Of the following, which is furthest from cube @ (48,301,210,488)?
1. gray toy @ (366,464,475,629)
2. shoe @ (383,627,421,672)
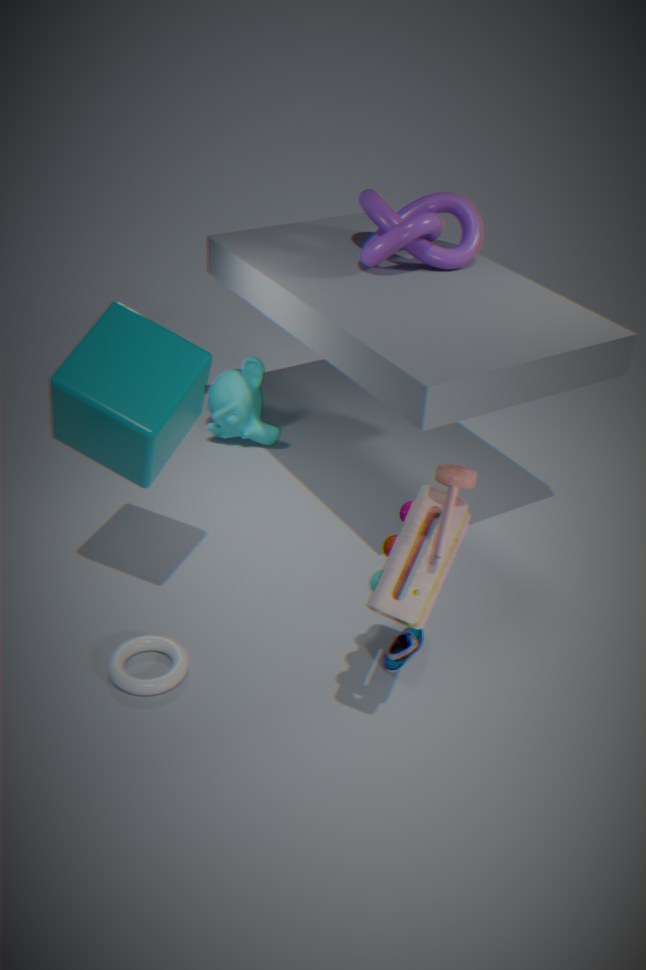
shoe @ (383,627,421,672)
